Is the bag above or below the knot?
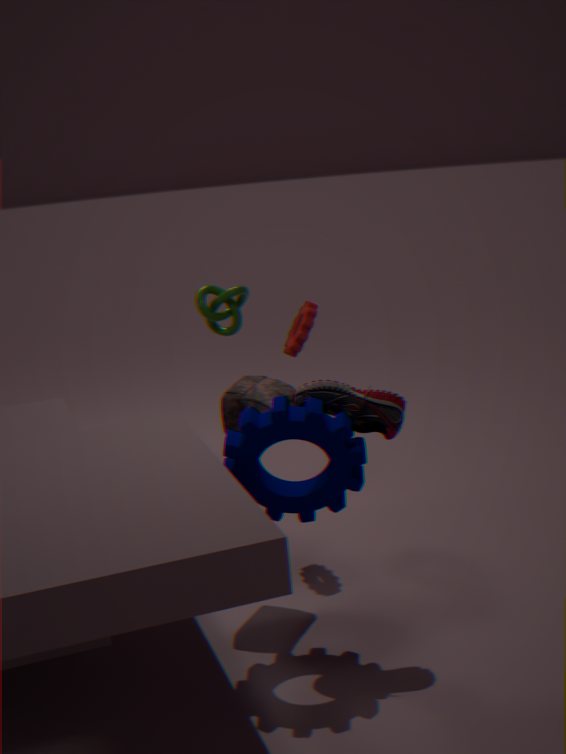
below
